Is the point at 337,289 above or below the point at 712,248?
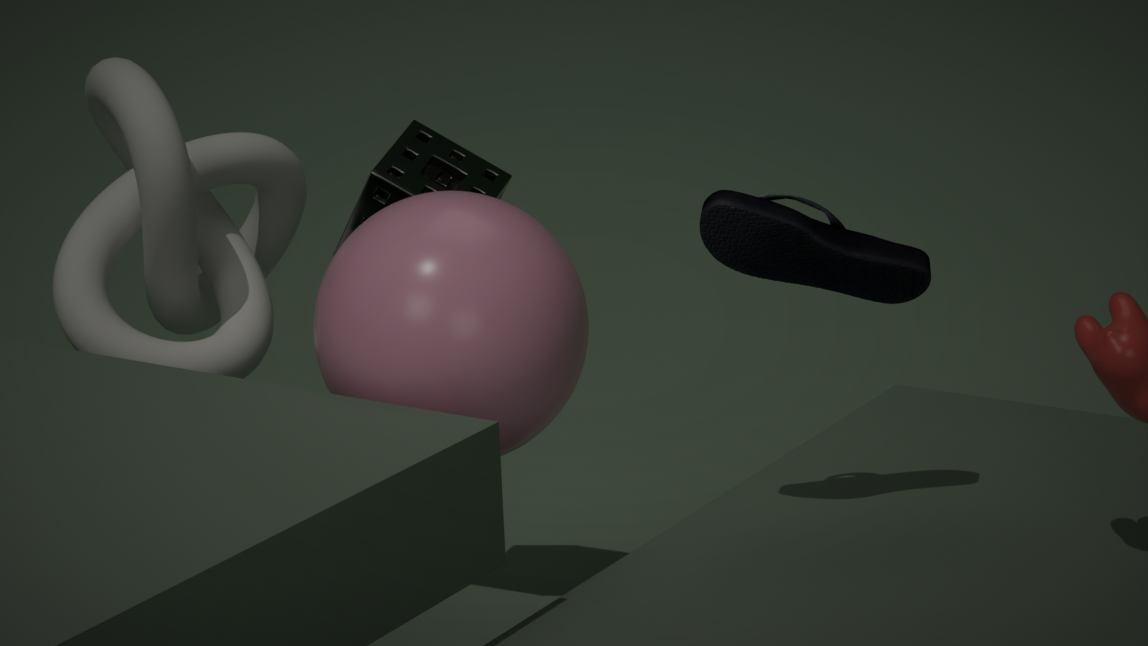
below
